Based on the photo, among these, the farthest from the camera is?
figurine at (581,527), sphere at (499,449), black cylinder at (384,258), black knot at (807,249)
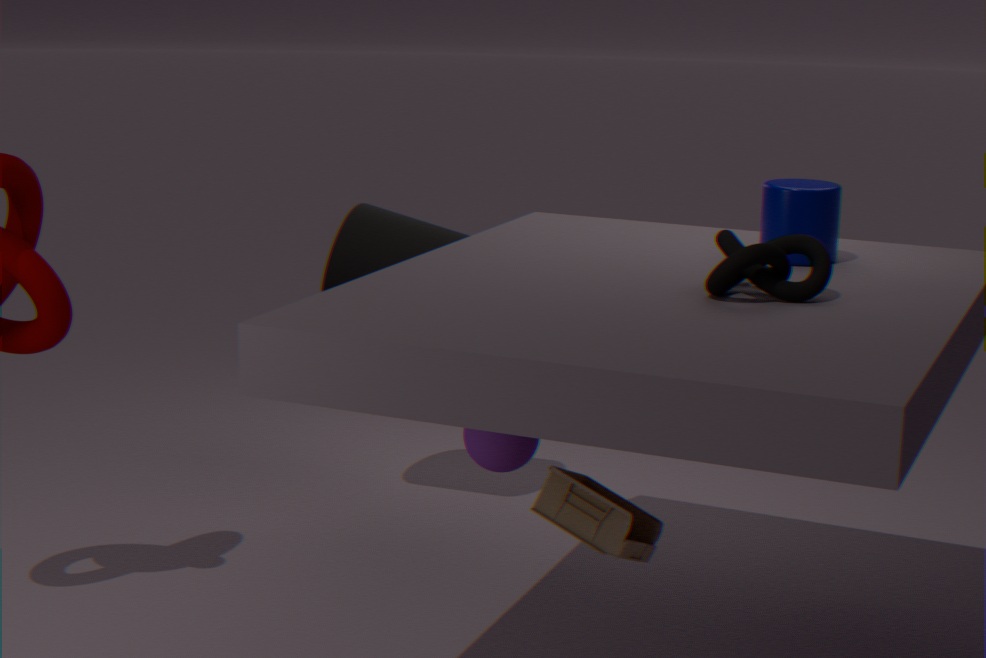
black cylinder at (384,258)
